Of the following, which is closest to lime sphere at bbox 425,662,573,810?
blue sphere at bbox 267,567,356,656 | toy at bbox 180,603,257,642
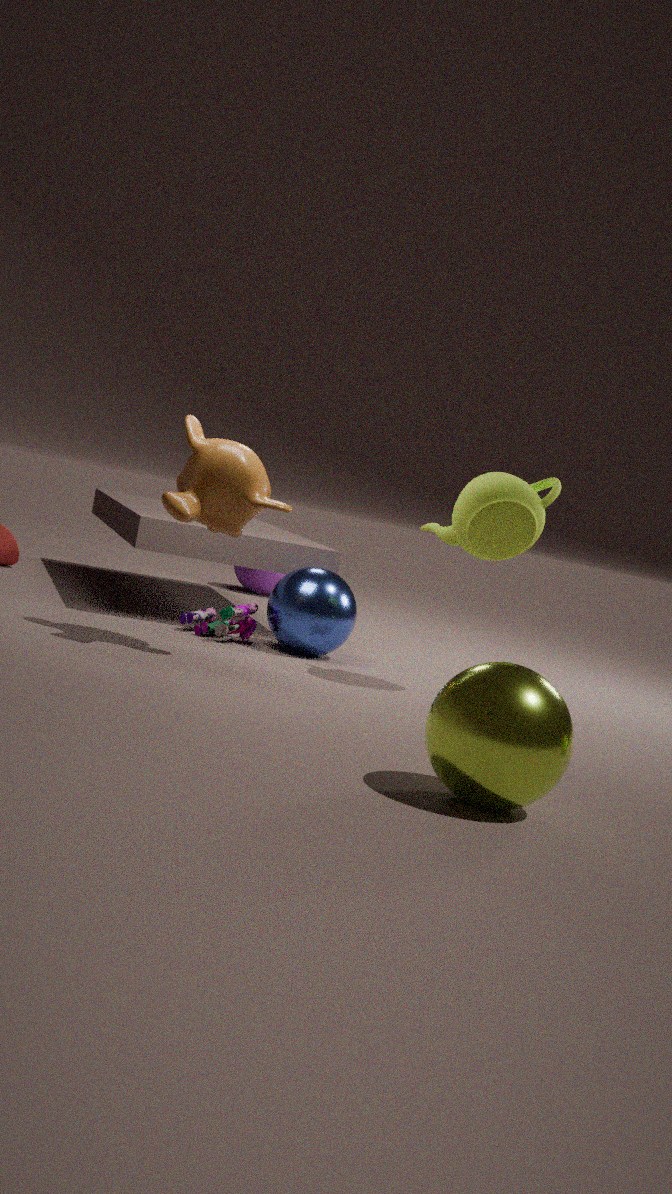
blue sphere at bbox 267,567,356,656
